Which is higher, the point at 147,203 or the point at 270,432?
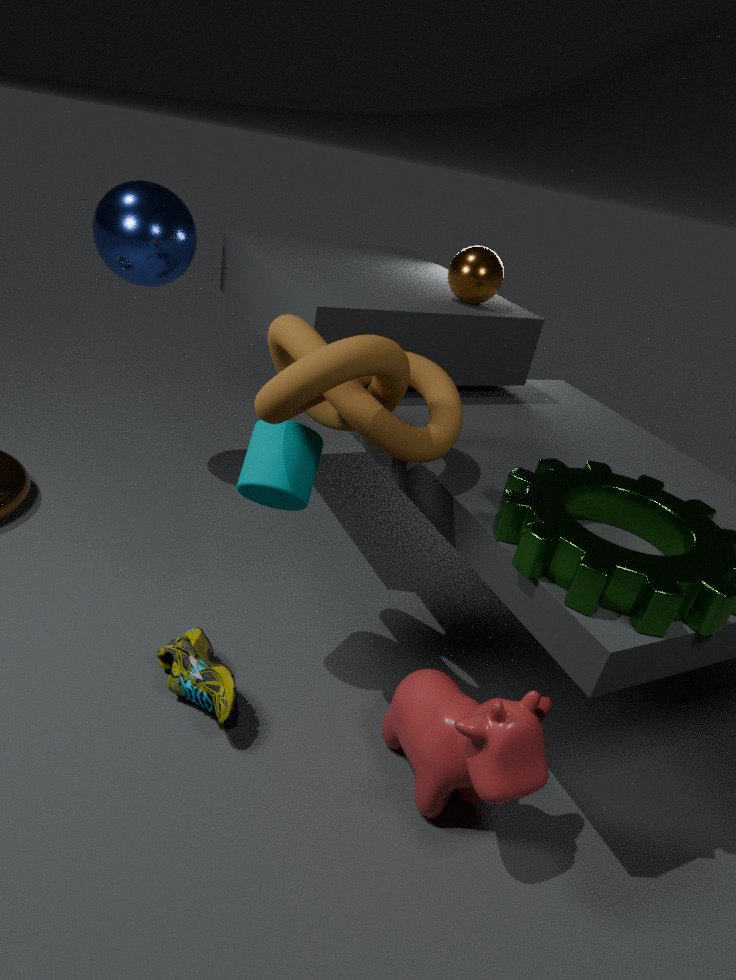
the point at 147,203
